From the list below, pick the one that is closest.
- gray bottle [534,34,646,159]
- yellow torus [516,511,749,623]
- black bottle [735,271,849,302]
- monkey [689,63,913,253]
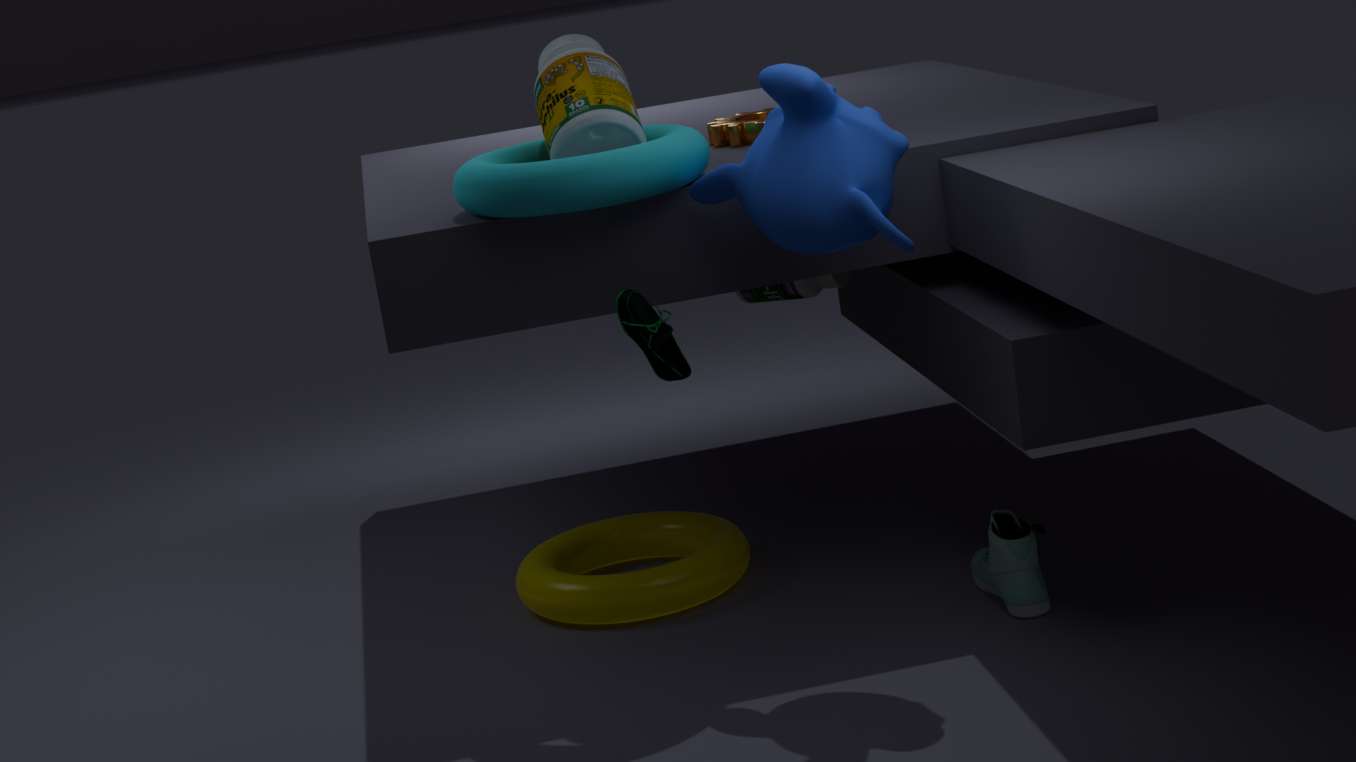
monkey [689,63,913,253]
